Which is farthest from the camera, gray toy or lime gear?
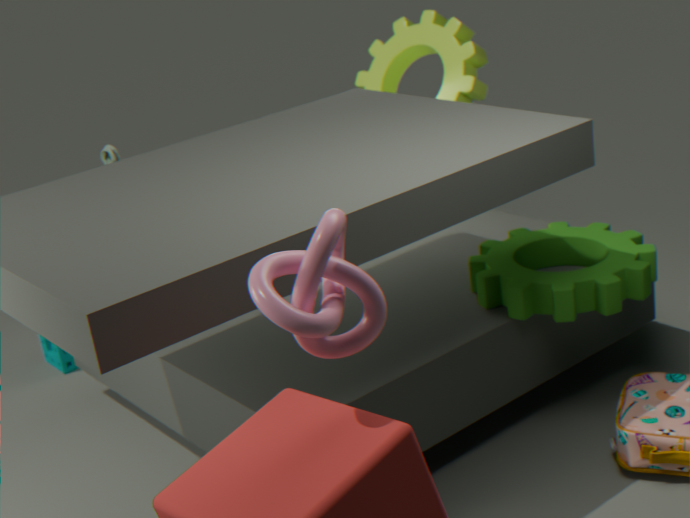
lime gear
